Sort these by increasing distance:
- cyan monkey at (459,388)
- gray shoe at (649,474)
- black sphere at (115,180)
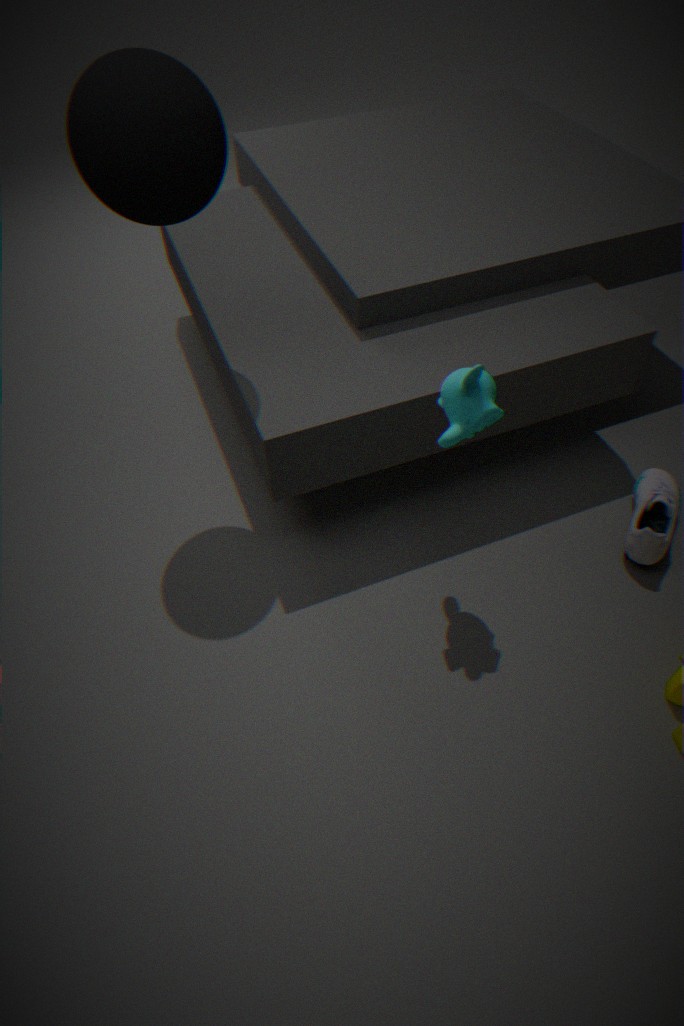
1. black sphere at (115,180)
2. cyan monkey at (459,388)
3. gray shoe at (649,474)
